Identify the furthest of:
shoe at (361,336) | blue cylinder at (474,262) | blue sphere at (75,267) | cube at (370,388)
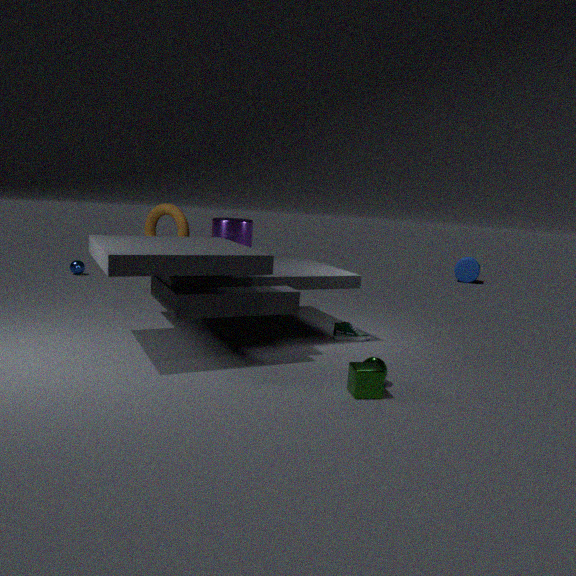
blue cylinder at (474,262)
